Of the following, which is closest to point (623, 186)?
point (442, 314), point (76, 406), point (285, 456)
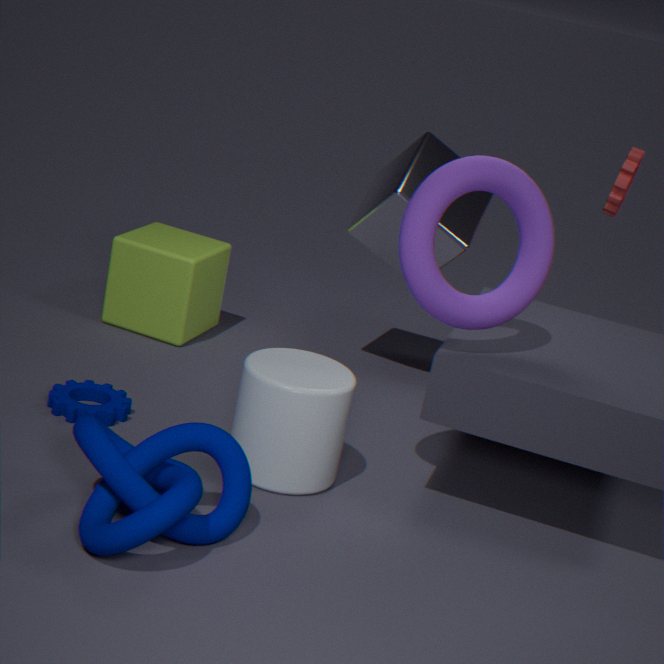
point (442, 314)
